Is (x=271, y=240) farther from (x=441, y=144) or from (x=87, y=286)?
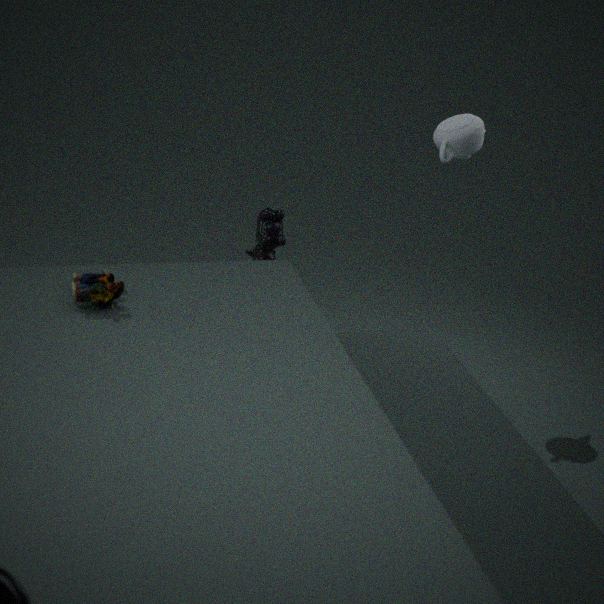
(x=87, y=286)
